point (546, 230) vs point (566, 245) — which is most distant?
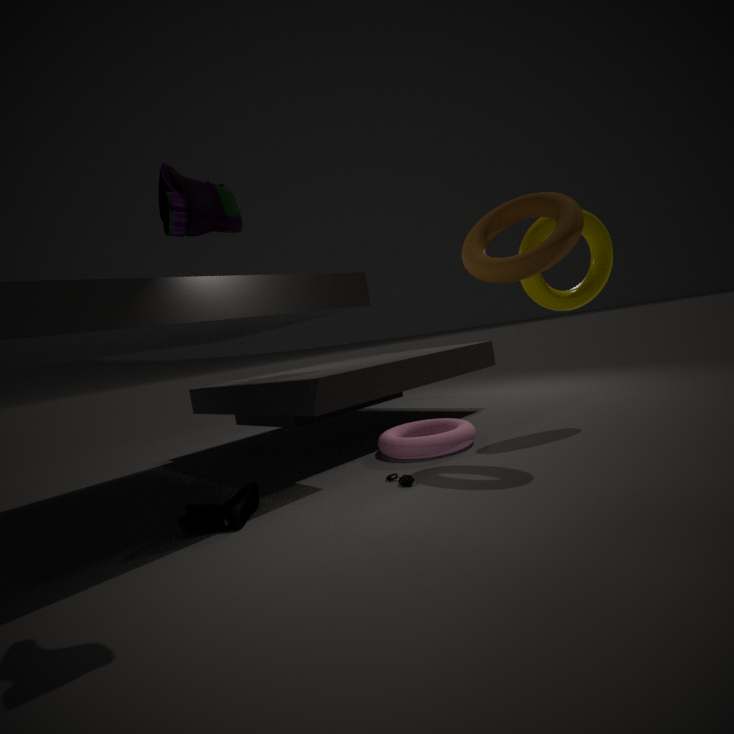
point (546, 230)
